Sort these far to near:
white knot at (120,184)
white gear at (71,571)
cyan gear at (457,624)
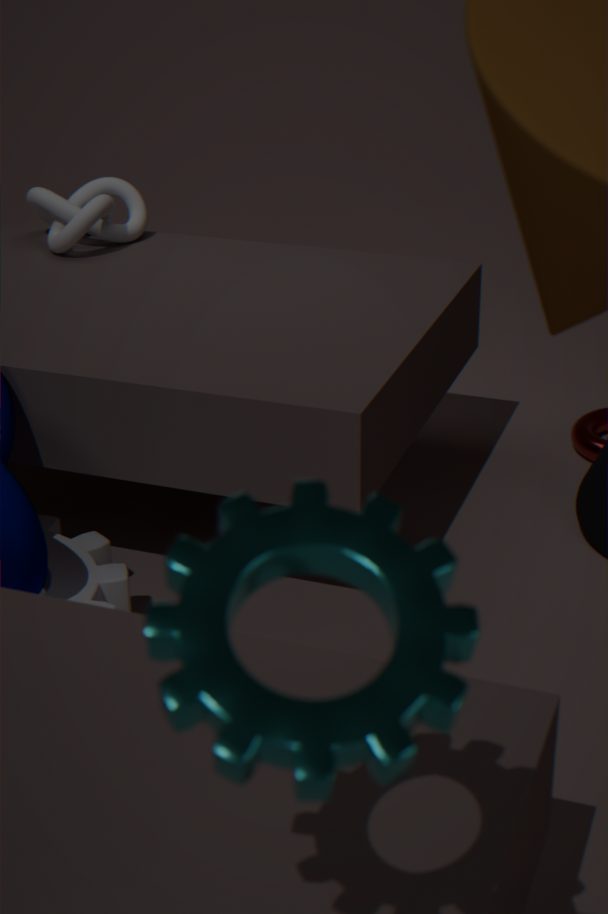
white knot at (120,184)
white gear at (71,571)
cyan gear at (457,624)
